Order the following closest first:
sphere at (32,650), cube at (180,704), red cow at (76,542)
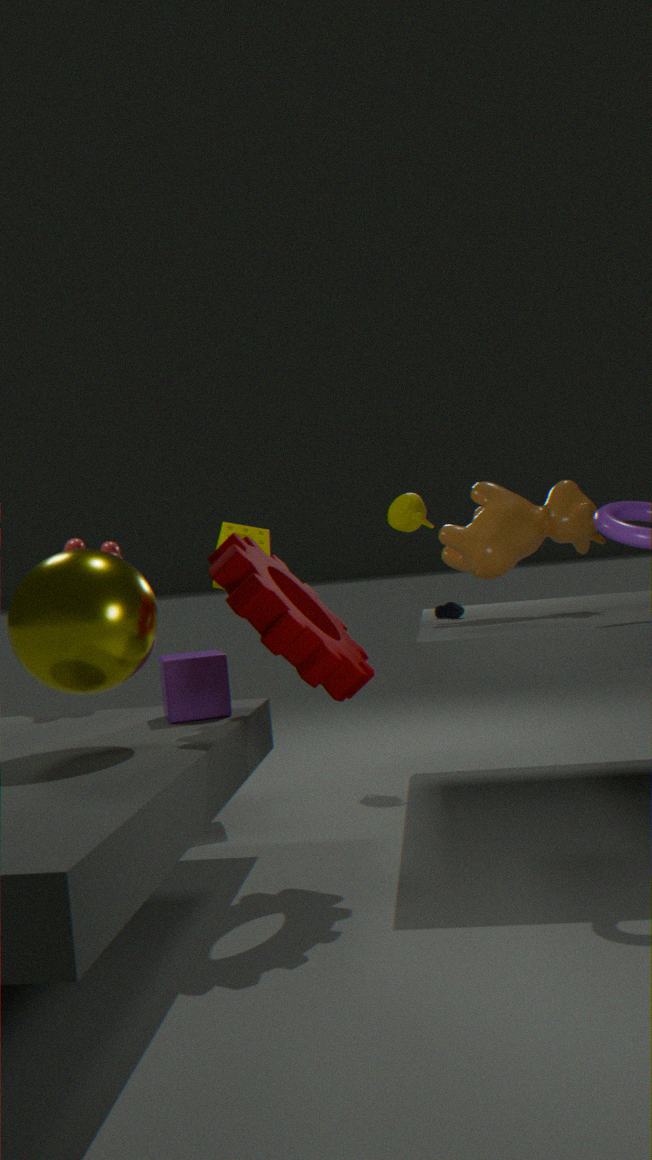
sphere at (32,650), cube at (180,704), red cow at (76,542)
